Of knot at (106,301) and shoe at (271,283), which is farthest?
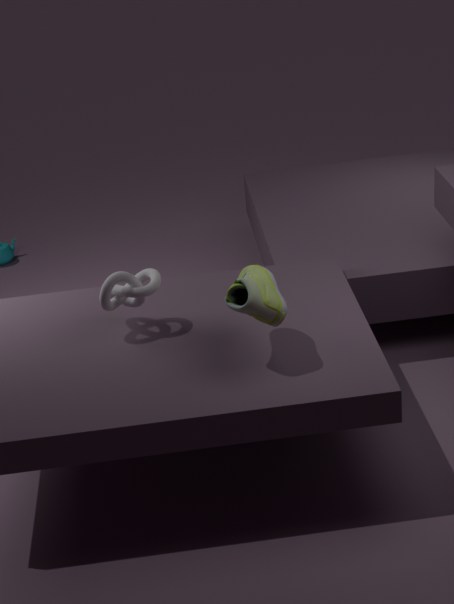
knot at (106,301)
